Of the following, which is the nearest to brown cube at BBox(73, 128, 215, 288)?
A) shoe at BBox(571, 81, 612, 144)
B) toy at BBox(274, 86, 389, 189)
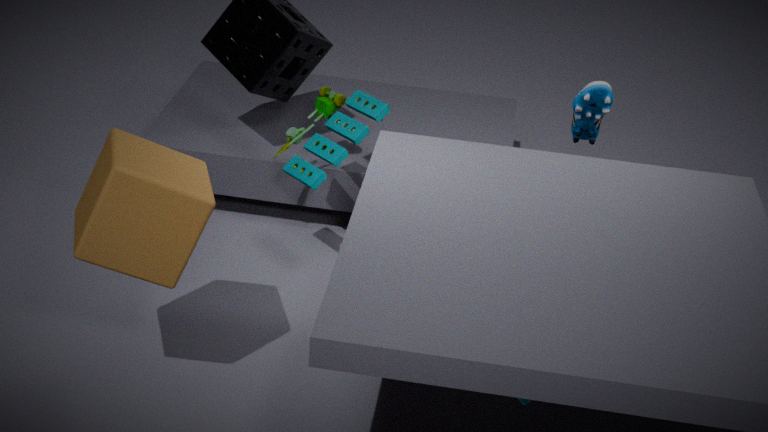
toy at BBox(274, 86, 389, 189)
